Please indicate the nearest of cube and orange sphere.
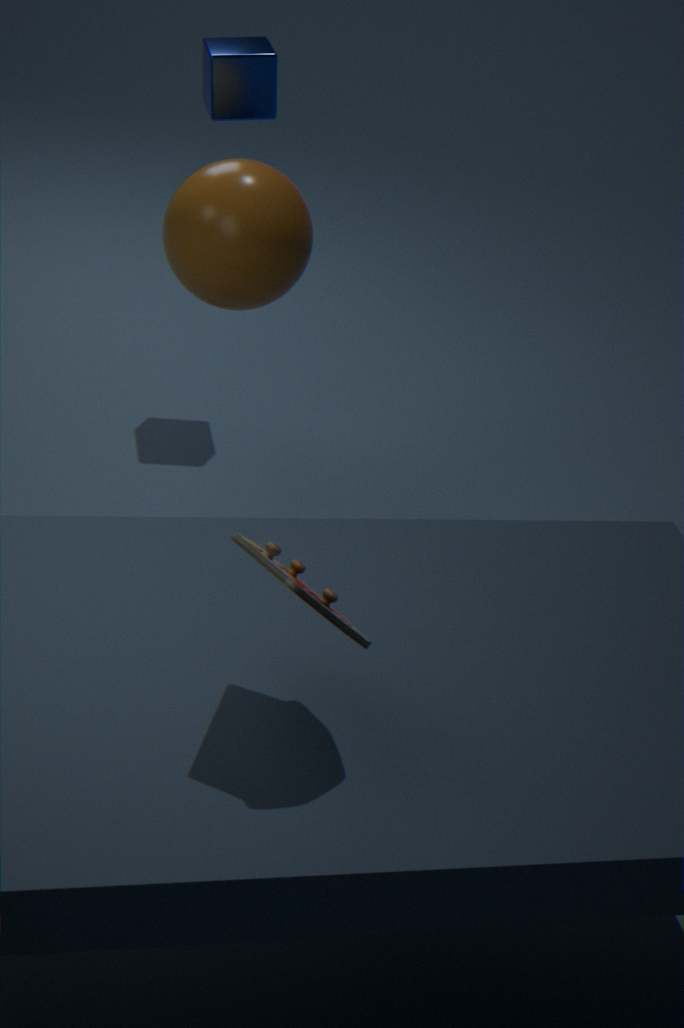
orange sphere
